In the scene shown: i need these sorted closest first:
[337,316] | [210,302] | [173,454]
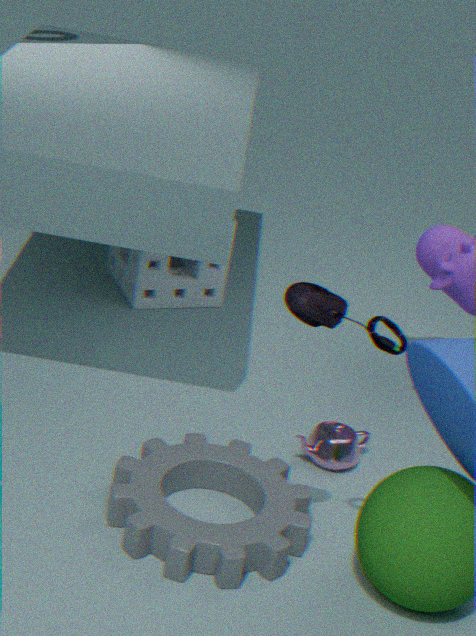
[337,316], [173,454], [210,302]
